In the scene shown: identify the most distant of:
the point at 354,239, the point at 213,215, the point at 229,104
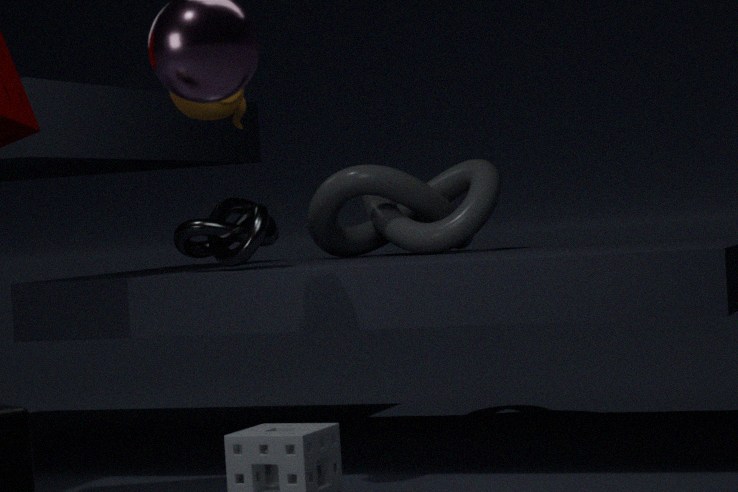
the point at 354,239
